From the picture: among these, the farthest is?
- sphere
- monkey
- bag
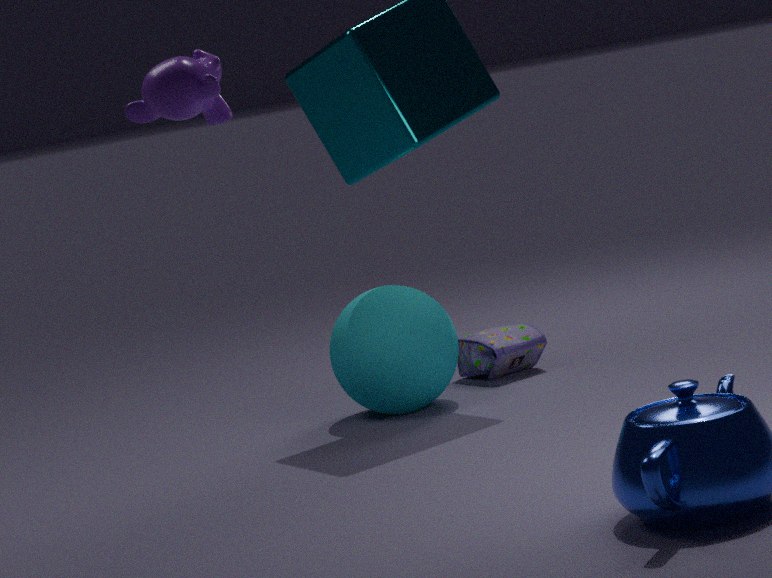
bag
